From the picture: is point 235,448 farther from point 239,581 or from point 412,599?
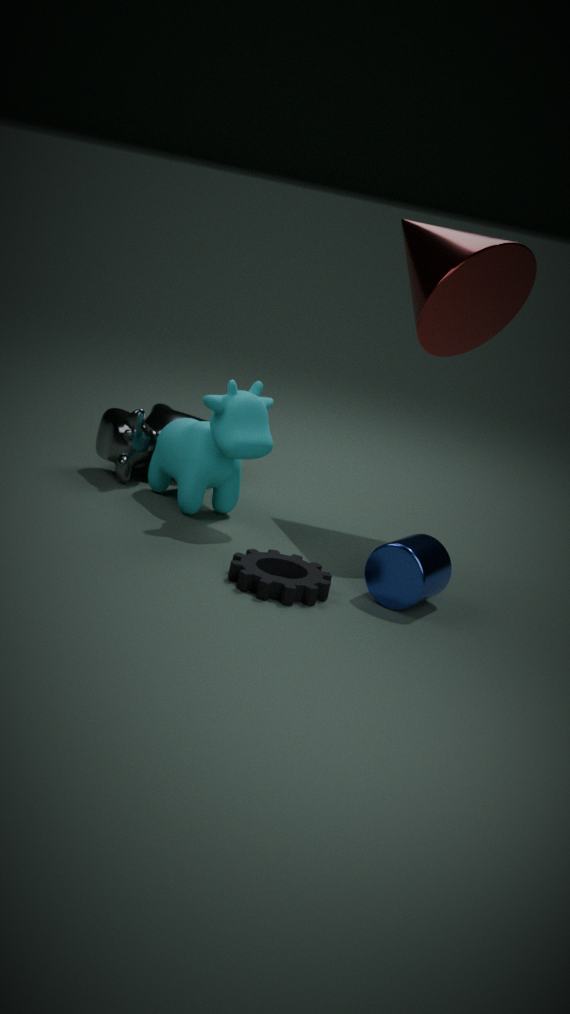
point 412,599
